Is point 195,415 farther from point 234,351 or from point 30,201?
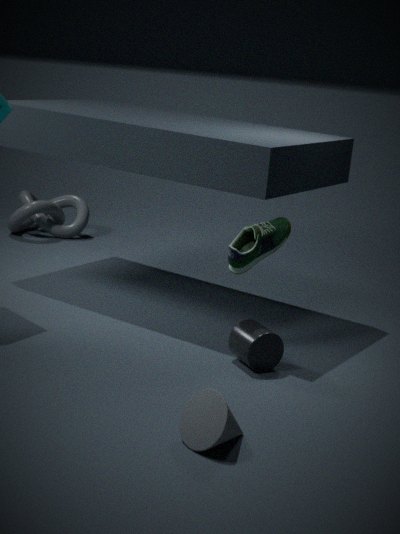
point 30,201
